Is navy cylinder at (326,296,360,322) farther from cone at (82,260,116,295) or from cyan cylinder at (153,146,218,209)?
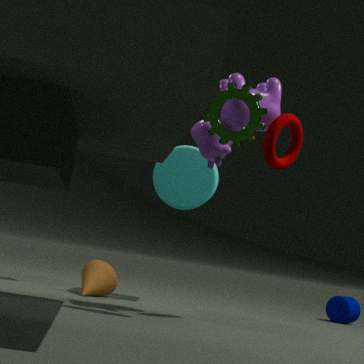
cone at (82,260,116,295)
